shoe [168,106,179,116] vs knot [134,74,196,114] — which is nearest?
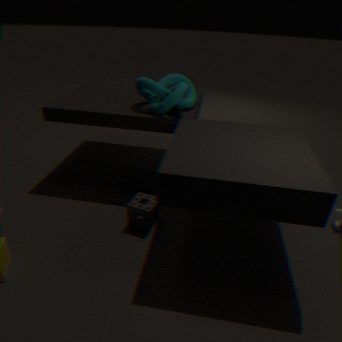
knot [134,74,196,114]
